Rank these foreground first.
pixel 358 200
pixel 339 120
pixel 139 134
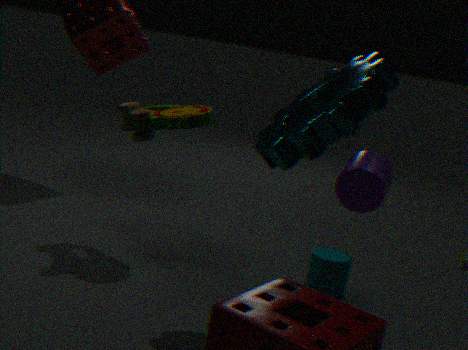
pixel 339 120 < pixel 358 200 < pixel 139 134
